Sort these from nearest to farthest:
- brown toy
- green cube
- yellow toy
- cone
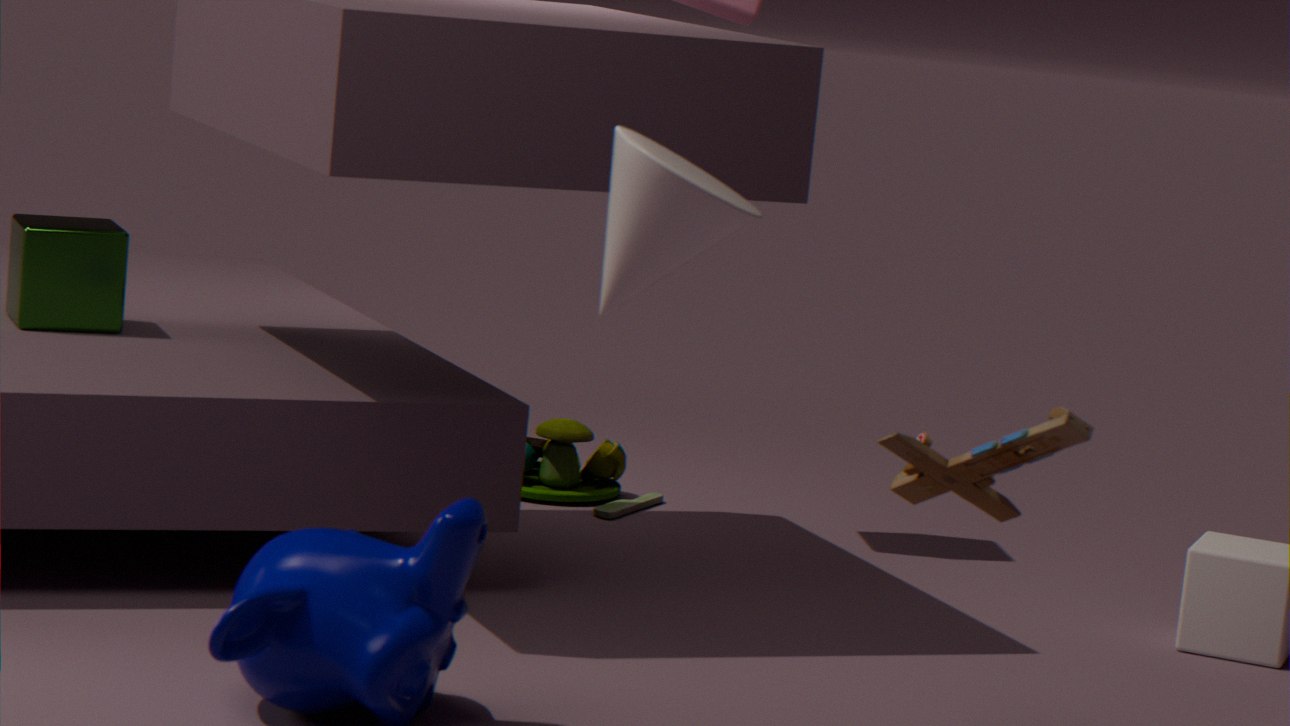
cone
brown toy
green cube
yellow toy
